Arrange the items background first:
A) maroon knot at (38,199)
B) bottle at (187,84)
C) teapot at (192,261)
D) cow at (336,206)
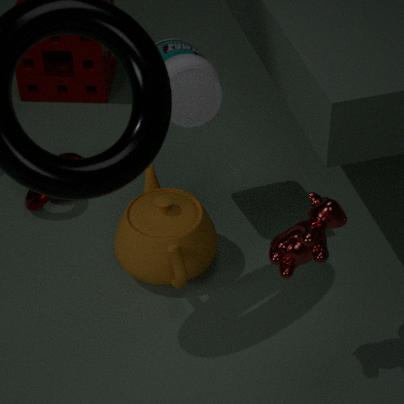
maroon knot at (38,199) → teapot at (192,261) → bottle at (187,84) → cow at (336,206)
